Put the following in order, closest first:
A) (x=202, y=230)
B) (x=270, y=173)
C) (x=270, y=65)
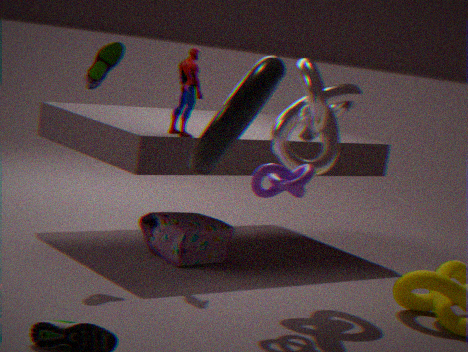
(x=270, y=65)
(x=270, y=173)
(x=202, y=230)
